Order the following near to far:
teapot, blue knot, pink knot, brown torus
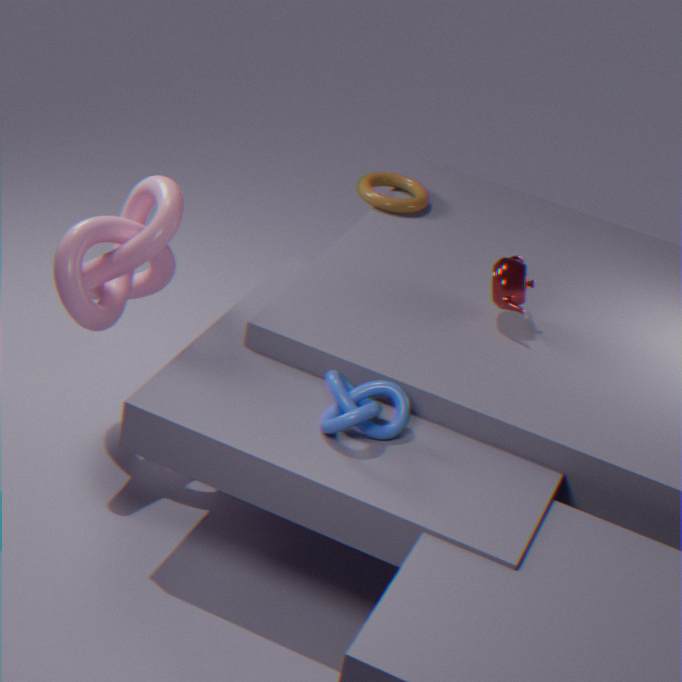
blue knot < pink knot < teapot < brown torus
